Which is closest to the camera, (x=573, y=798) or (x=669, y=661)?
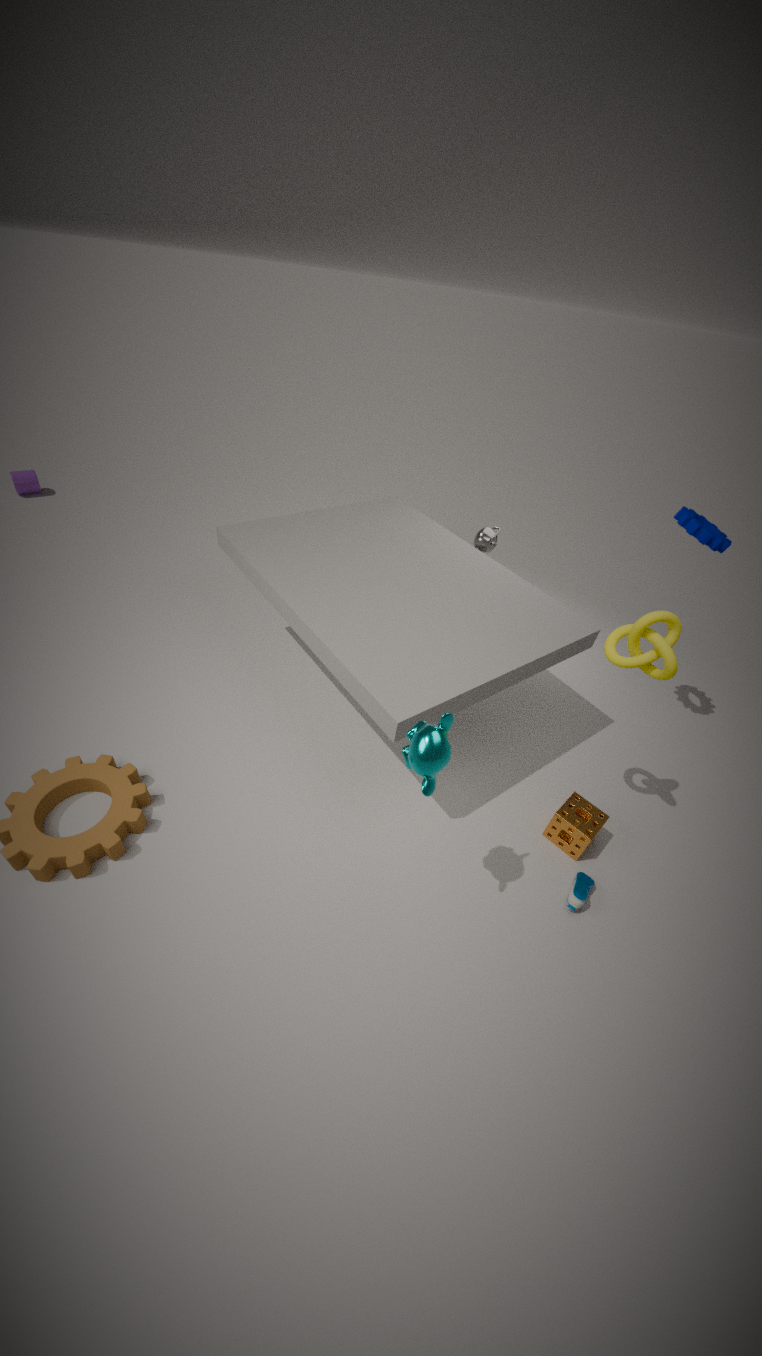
(x=669, y=661)
